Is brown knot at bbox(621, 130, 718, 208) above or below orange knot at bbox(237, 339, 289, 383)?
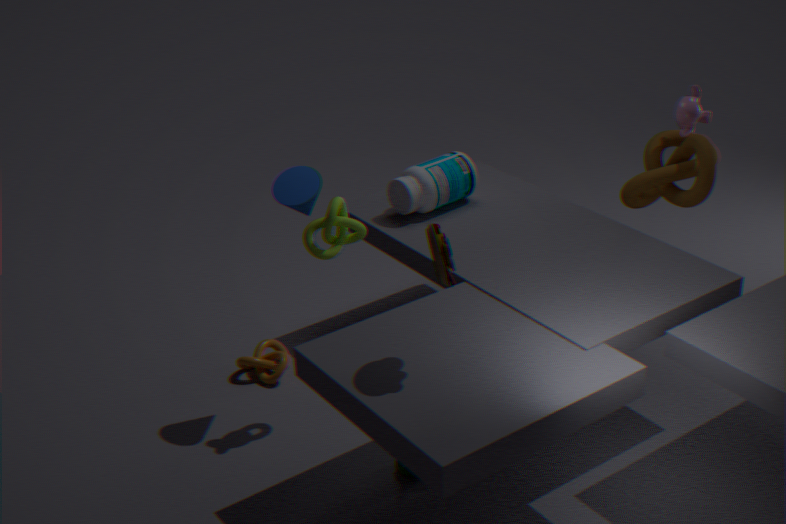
above
